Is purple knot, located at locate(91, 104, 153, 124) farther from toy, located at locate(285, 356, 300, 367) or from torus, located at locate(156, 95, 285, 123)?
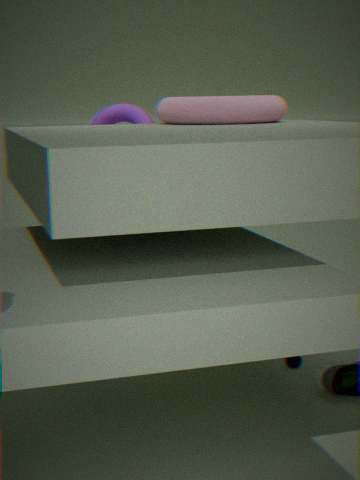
toy, located at locate(285, 356, 300, 367)
